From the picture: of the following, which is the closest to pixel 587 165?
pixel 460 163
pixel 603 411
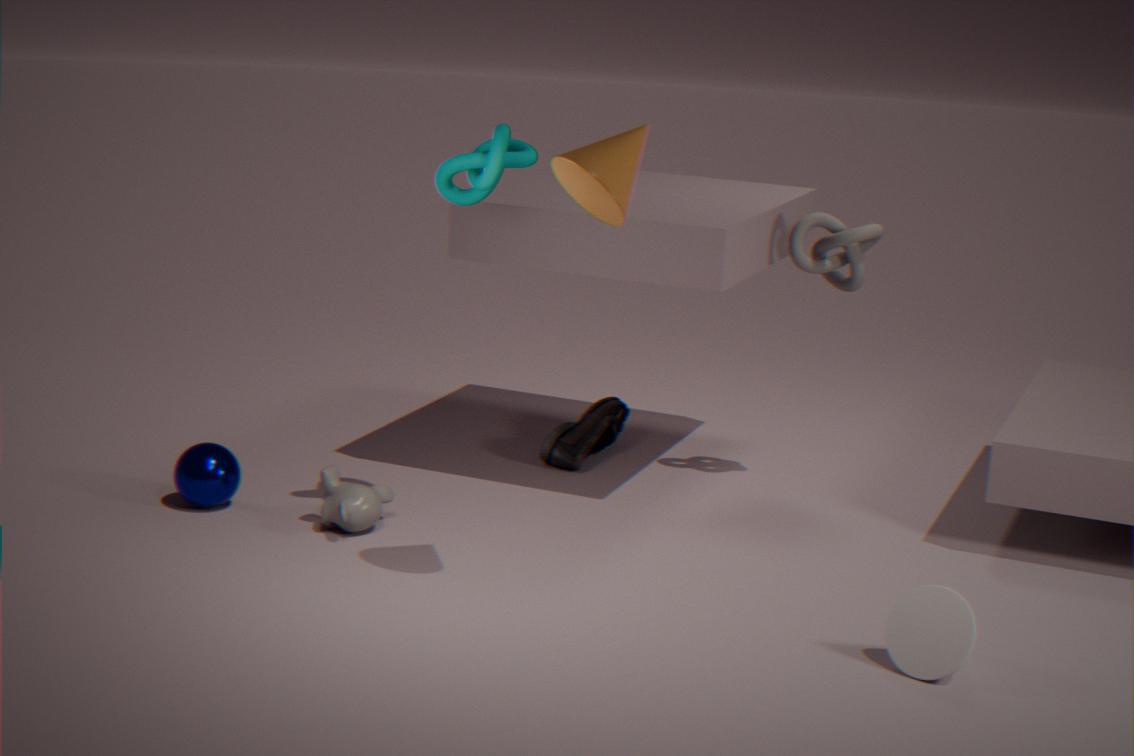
pixel 460 163
